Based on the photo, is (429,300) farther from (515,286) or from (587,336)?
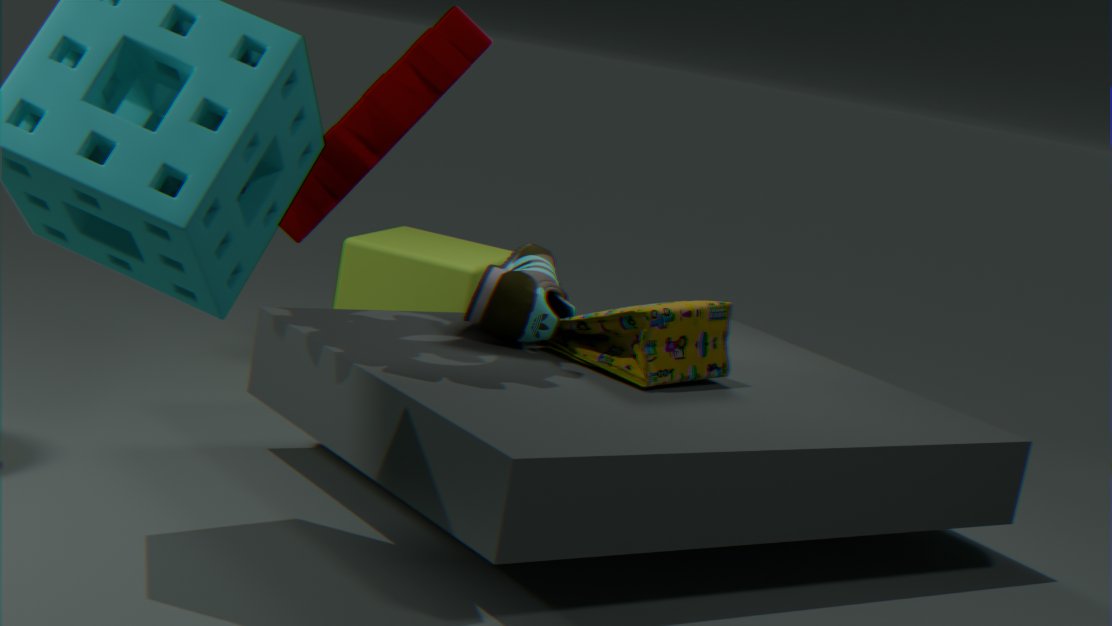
(587,336)
